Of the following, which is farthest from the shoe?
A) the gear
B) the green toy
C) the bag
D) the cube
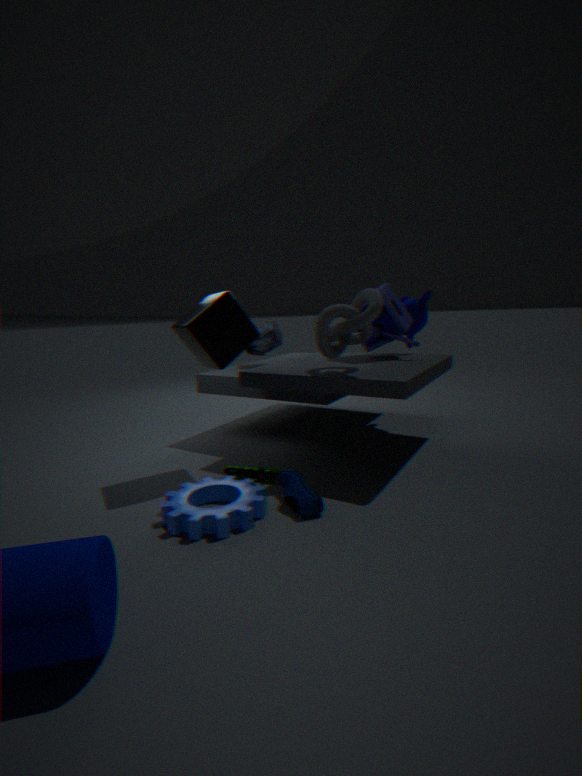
the bag
